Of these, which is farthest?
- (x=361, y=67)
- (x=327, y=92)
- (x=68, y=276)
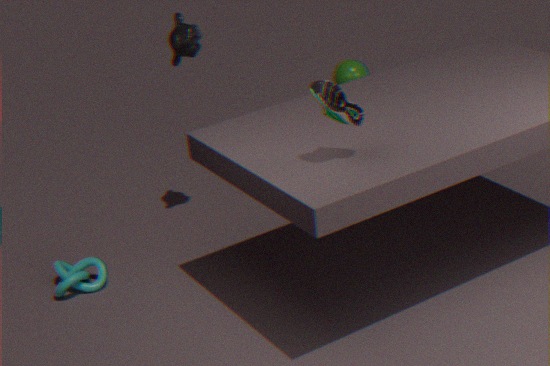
(x=361, y=67)
